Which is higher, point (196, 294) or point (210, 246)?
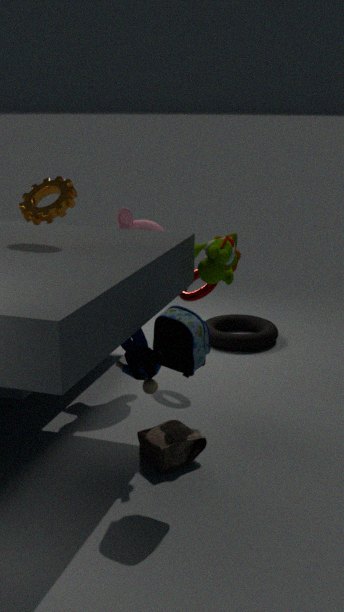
point (210, 246)
